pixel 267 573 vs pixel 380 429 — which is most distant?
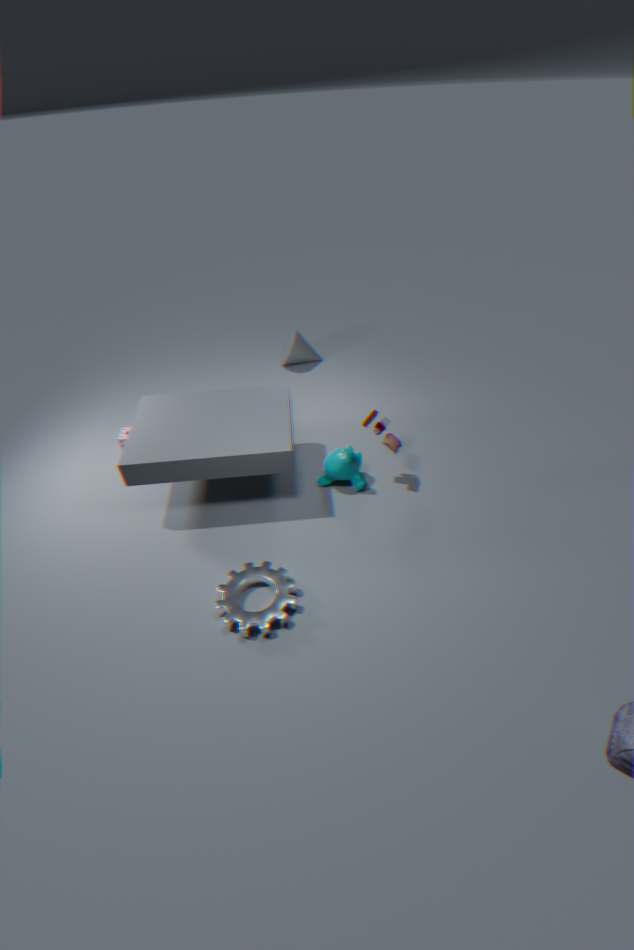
pixel 380 429
